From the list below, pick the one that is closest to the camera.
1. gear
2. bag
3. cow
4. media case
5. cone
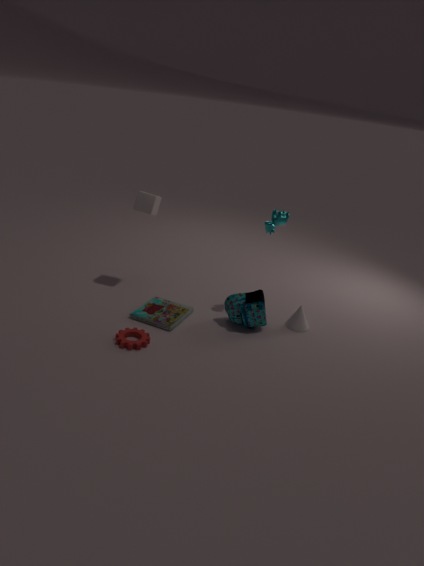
gear
